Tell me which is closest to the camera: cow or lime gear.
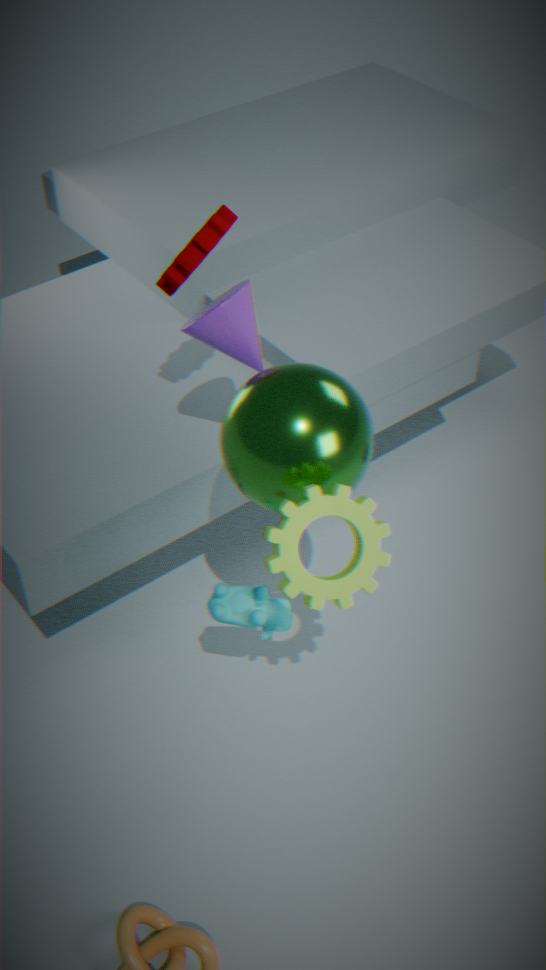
lime gear
